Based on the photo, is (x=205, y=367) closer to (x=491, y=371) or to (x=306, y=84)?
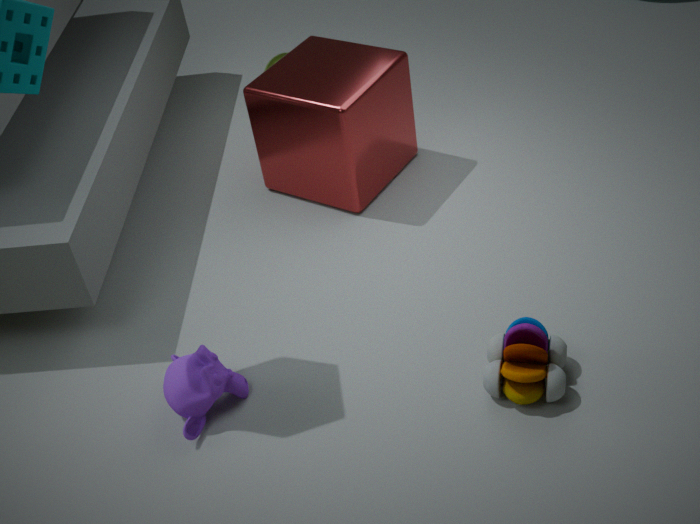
(x=491, y=371)
